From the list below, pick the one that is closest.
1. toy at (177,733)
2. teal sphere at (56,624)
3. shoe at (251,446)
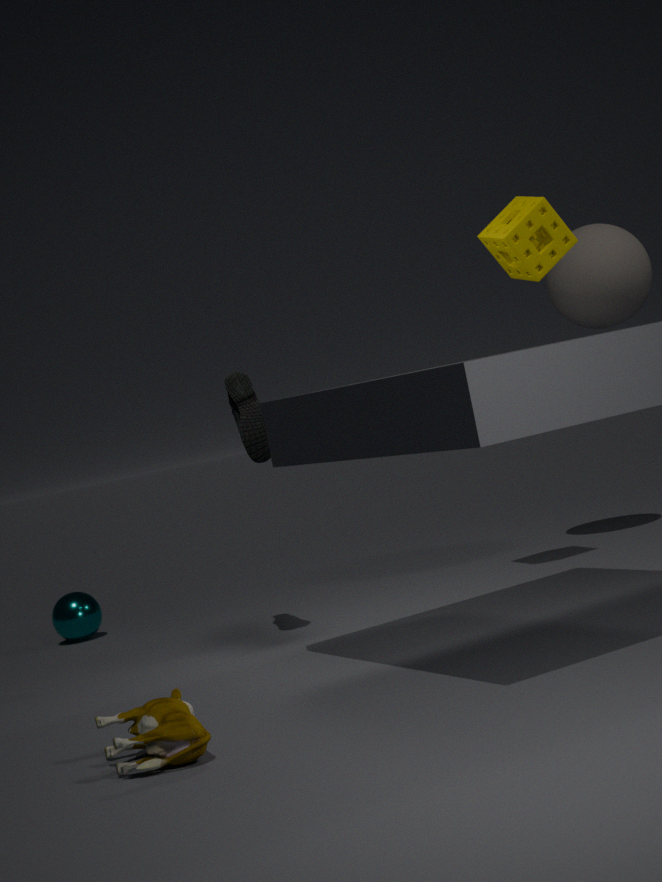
toy at (177,733)
